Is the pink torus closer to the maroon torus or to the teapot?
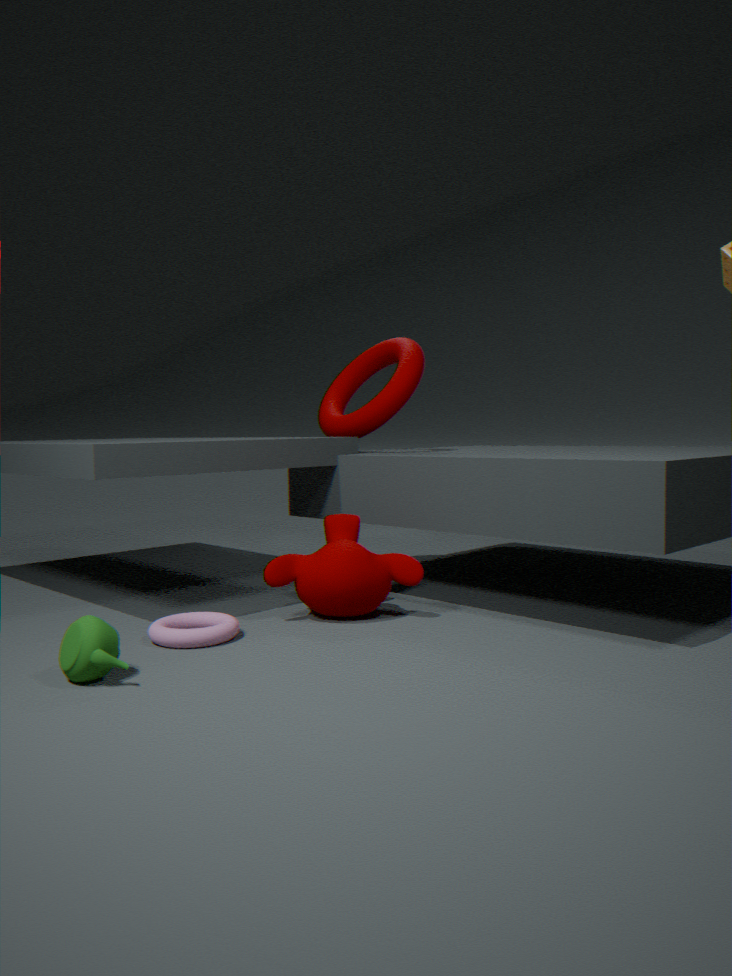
the teapot
